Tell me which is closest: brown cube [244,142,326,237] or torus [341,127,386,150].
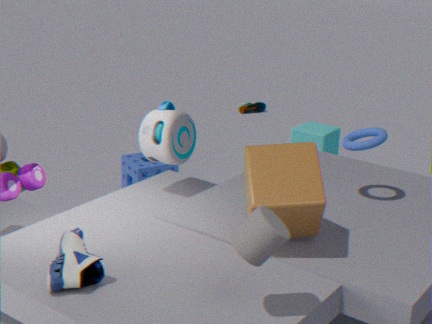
brown cube [244,142,326,237]
